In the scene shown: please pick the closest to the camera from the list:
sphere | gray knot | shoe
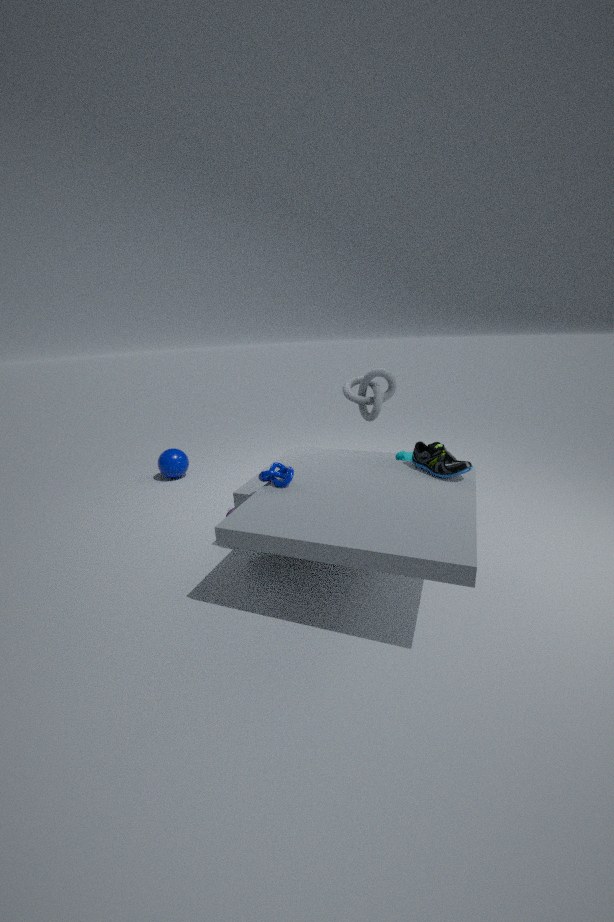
shoe
